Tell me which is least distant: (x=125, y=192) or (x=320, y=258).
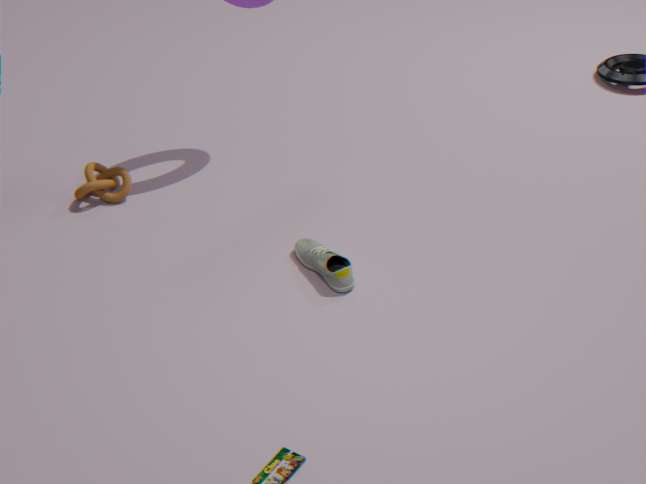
(x=320, y=258)
